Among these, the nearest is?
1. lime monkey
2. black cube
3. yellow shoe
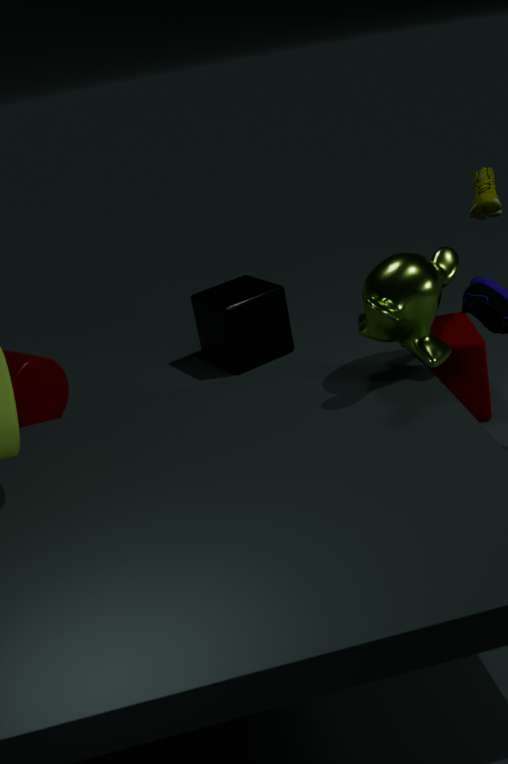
lime monkey
